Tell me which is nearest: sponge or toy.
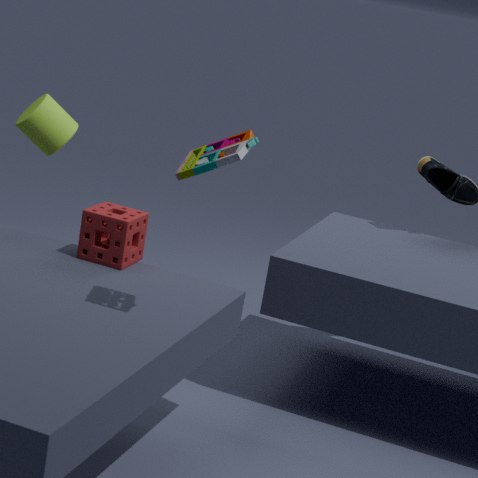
toy
